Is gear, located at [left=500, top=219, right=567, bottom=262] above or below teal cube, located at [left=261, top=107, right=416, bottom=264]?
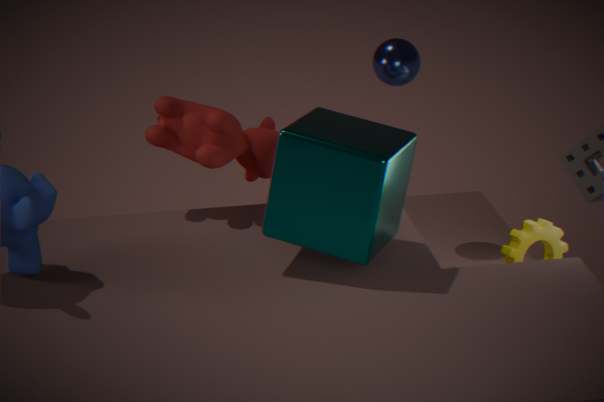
below
